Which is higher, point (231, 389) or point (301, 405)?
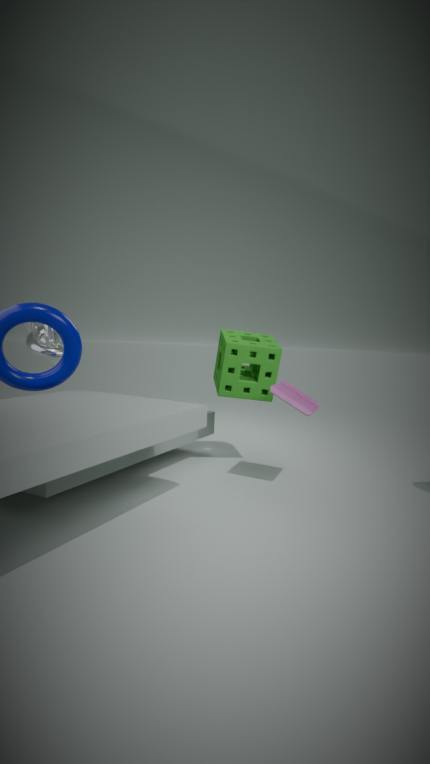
point (231, 389)
